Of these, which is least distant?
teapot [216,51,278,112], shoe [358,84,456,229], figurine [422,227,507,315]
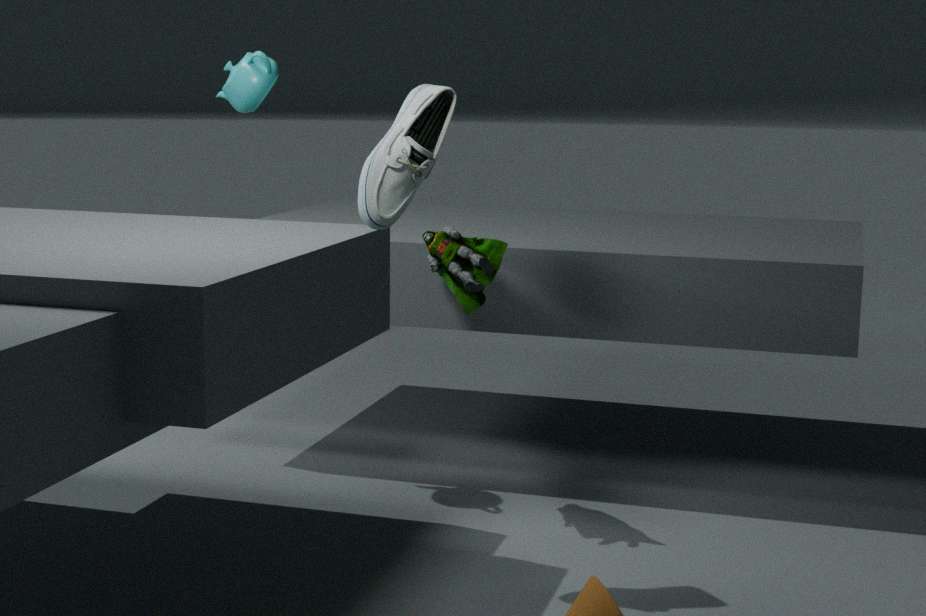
shoe [358,84,456,229]
